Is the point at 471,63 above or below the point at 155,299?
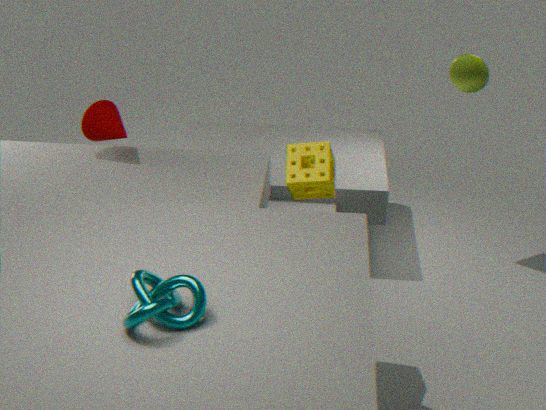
above
